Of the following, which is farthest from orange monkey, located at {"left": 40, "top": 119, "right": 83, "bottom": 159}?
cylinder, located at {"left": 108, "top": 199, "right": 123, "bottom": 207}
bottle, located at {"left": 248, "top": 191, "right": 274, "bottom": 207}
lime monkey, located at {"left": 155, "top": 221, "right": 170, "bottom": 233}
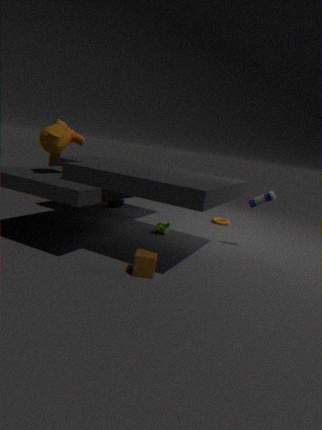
bottle, located at {"left": 248, "top": 191, "right": 274, "bottom": 207}
